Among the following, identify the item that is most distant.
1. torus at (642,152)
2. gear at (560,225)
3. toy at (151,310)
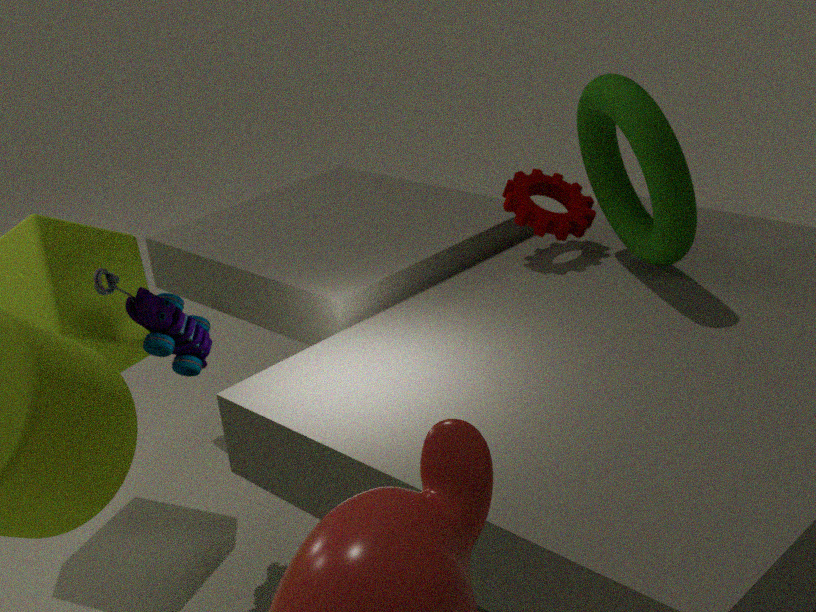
gear at (560,225)
